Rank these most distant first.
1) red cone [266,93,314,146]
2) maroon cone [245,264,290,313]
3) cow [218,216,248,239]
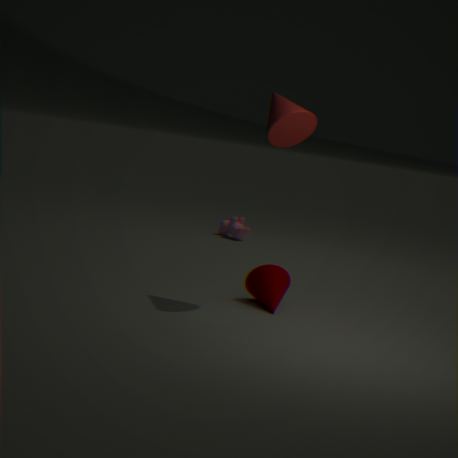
1. 3. cow [218,216,248,239]
2. 2. maroon cone [245,264,290,313]
3. 1. red cone [266,93,314,146]
